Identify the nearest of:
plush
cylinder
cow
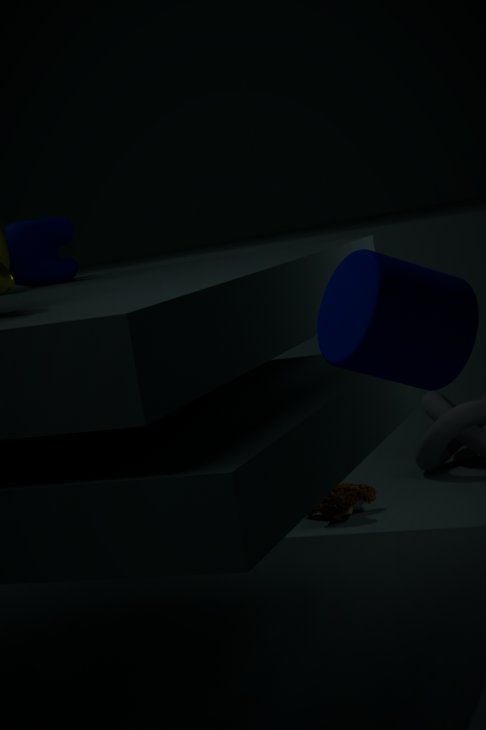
cylinder
